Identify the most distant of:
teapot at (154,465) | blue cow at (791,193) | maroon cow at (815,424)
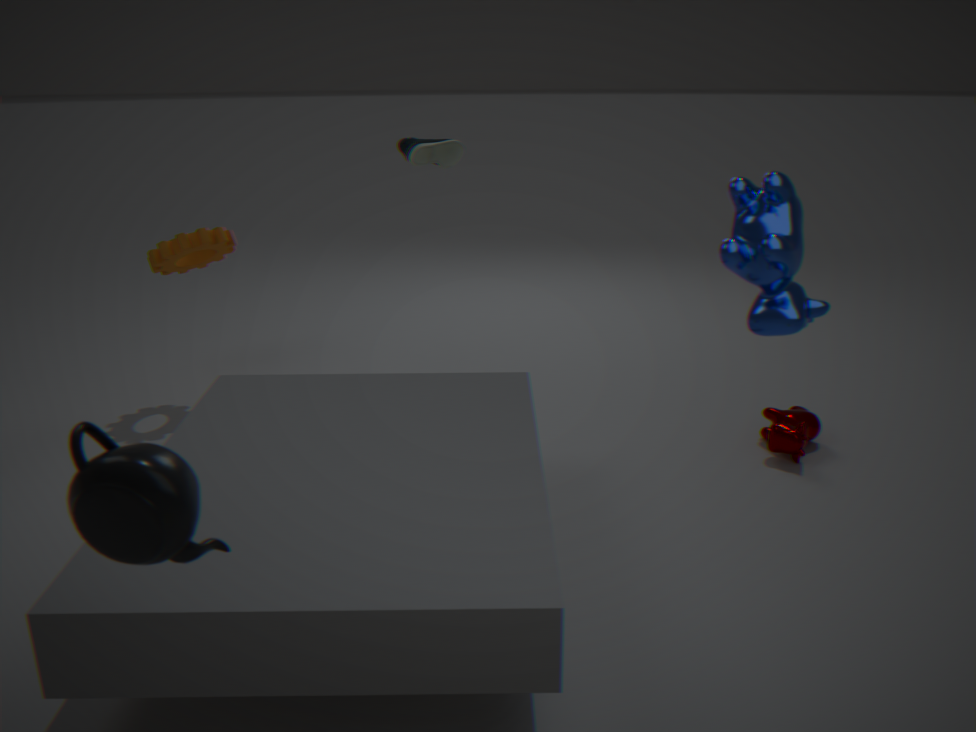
maroon cow at (815,424)
